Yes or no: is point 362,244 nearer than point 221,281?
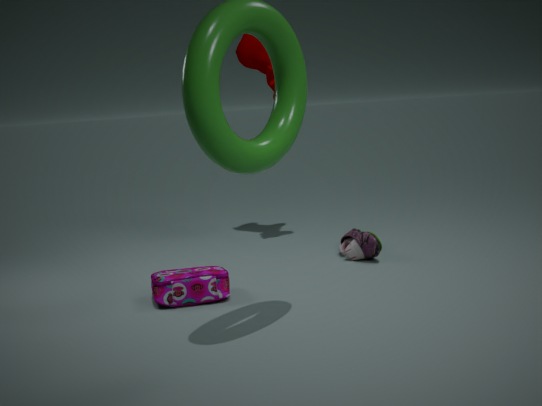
No
